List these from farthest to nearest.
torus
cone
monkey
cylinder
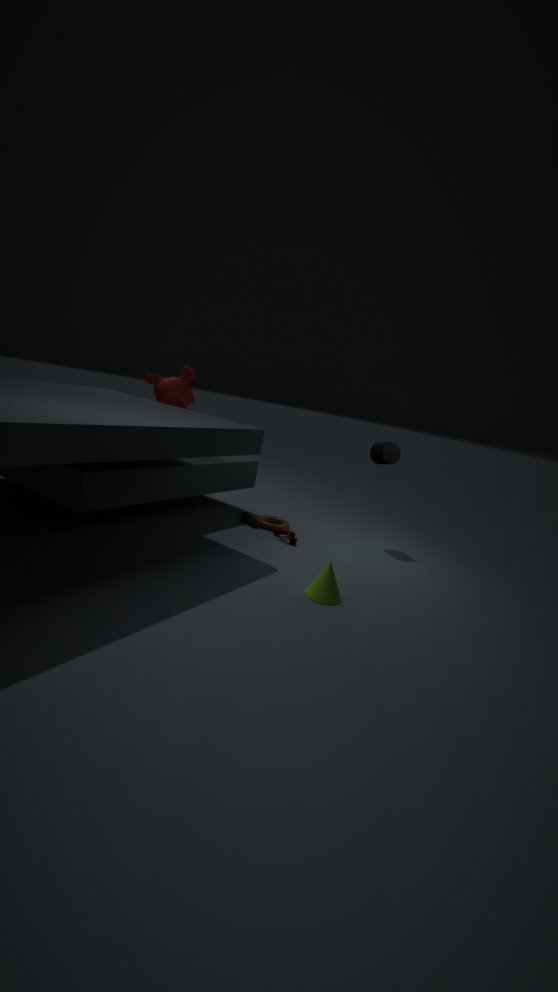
monkey
cylinder
torus
cone
